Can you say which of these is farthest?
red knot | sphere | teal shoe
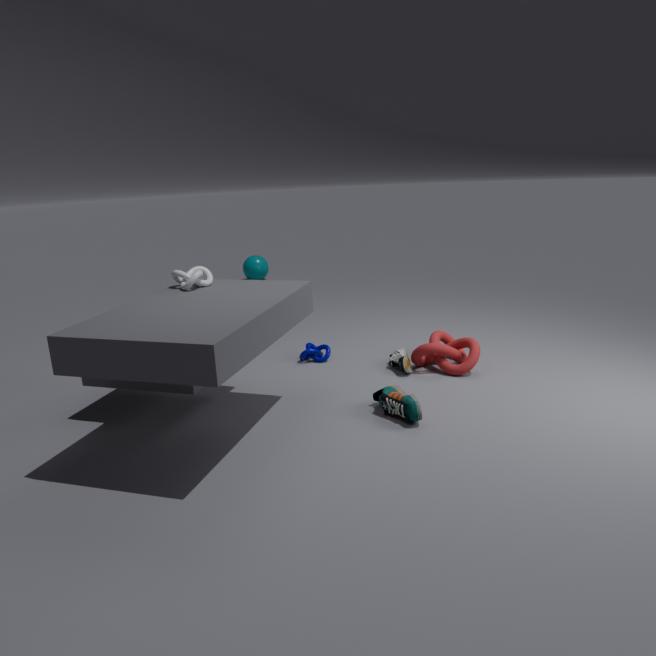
sphere
